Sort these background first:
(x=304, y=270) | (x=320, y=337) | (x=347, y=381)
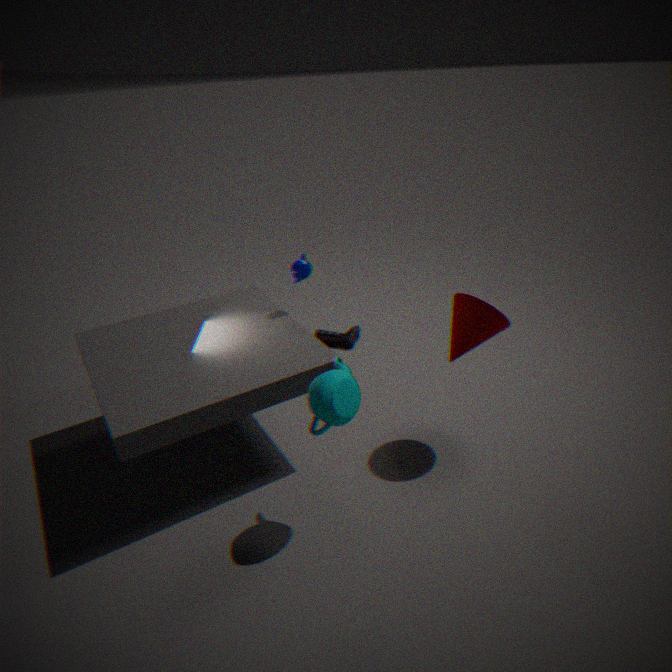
(x=320, y=337), (x=304, y=270), (x=347, y=381)
